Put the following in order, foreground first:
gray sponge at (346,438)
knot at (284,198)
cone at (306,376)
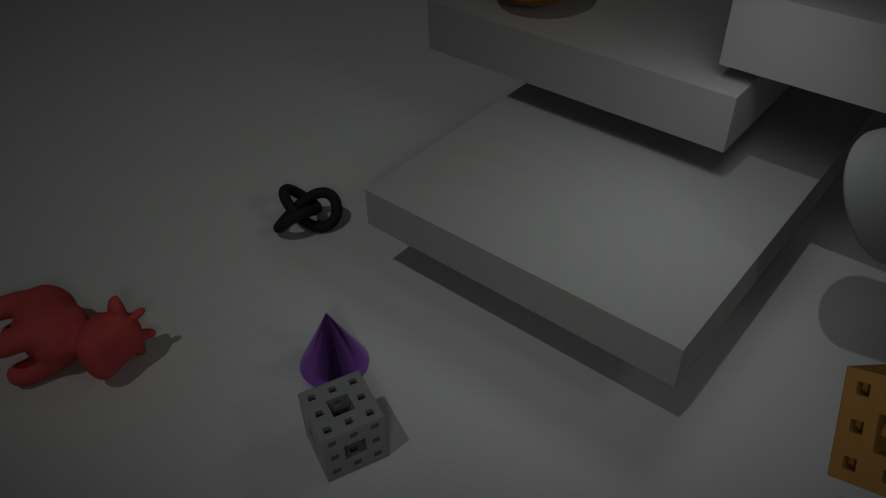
gray sponge at (346,438)
cone at (306,376)
knot at (284,198)
